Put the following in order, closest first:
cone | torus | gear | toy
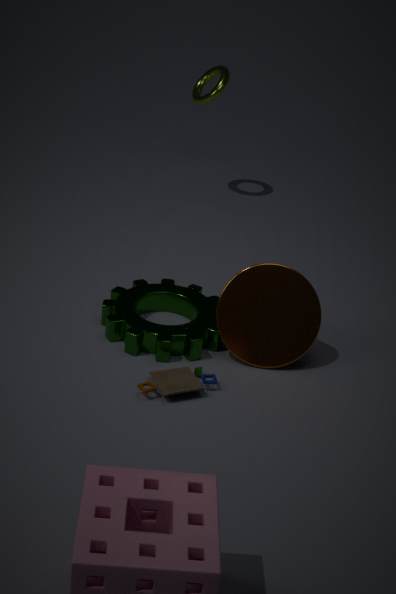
toy, gear, cone, torus
